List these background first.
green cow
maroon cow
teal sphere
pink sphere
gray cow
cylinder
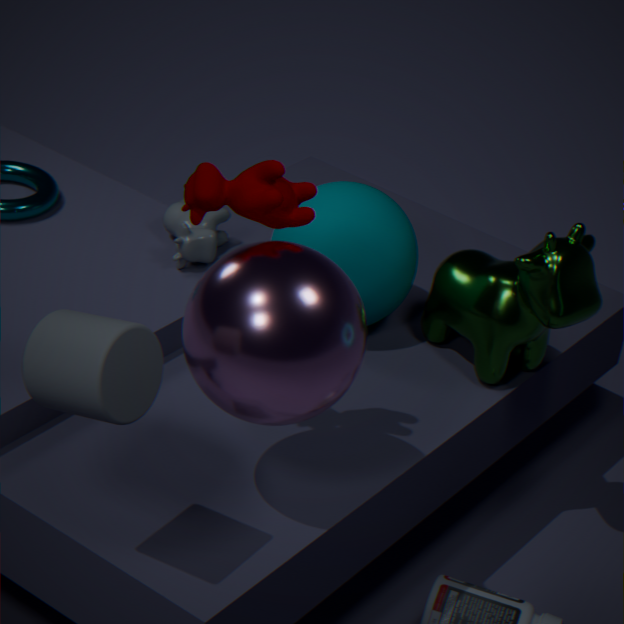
1. gray cow
2. teal sphere
3. green cow
4. maroon cow
5. pink sphere
6. cylinder
